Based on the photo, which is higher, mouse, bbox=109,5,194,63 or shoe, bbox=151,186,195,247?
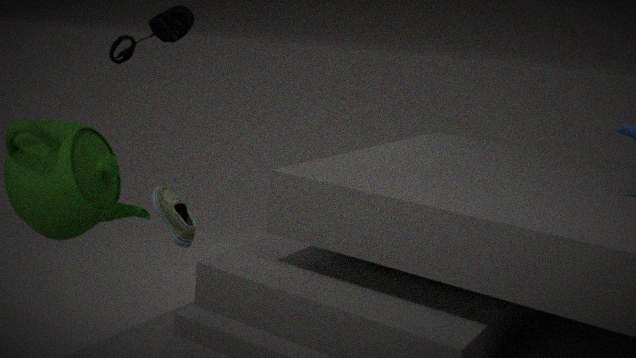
mouse, bbox=109,5,194,63
